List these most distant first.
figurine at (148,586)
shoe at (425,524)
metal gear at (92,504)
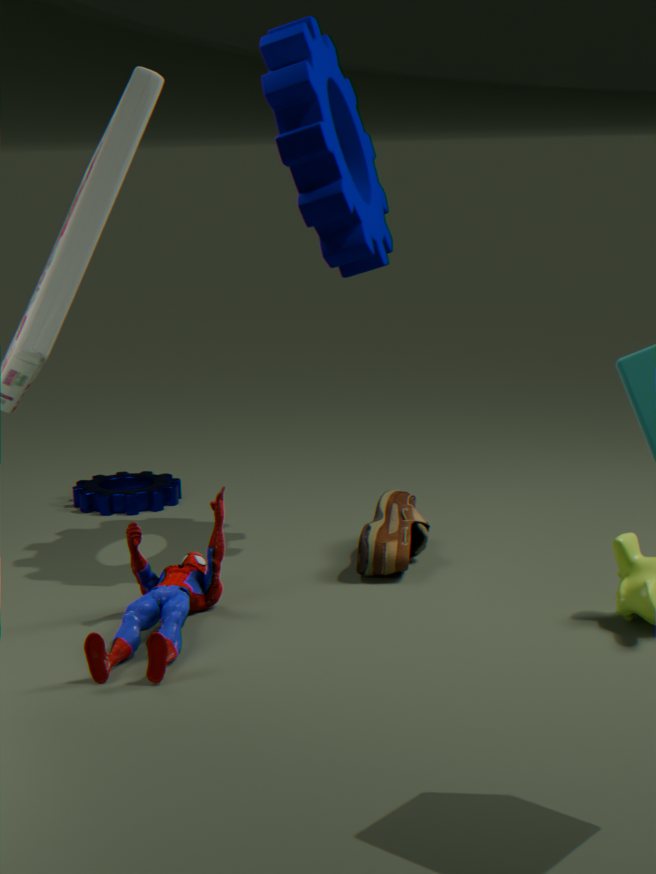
1. metal gear at (92,504)
2. shoe at (425,524)
3. figurine at (148,586)
